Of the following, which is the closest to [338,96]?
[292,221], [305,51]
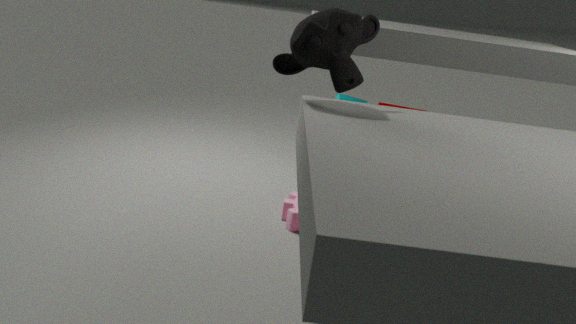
[292,221]
